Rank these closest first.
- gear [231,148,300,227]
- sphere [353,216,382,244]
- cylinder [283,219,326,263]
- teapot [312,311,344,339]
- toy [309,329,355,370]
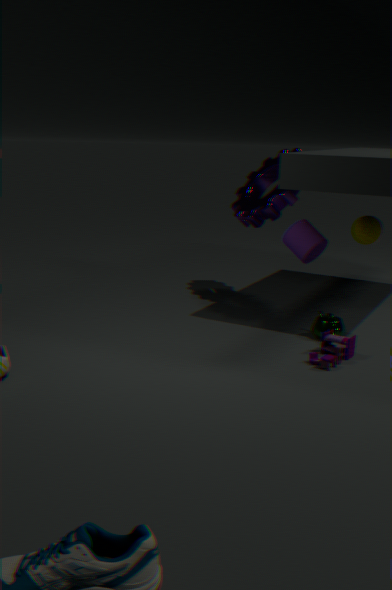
toy [309,329,355,370]
teapot [312,311,344,339]
cylinder [283,219,326,263]
gear [231,148,300,227]
sphere [353,216,382,244]
